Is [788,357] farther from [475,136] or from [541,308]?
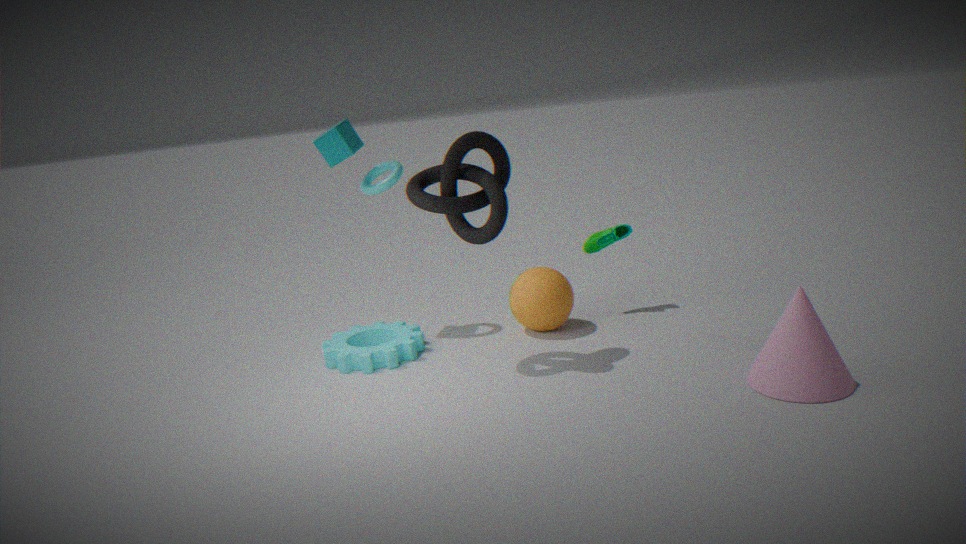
[475,136]
